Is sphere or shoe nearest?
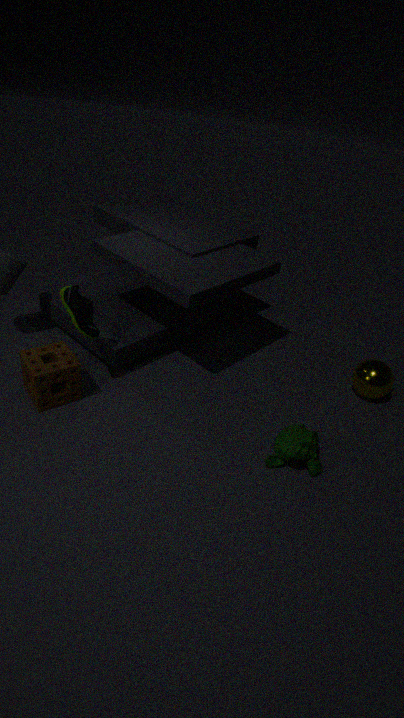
shoe
